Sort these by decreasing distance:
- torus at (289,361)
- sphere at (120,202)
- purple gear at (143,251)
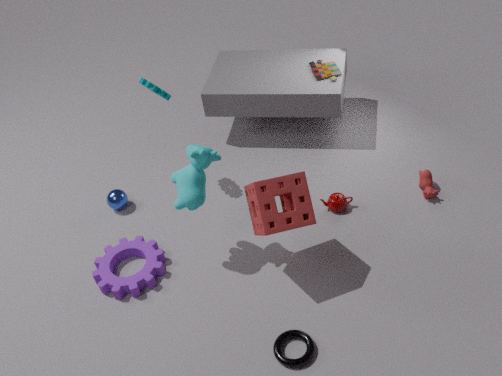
sphere at (120,202) < purple gear at (143,251) < torus at (289,361)
